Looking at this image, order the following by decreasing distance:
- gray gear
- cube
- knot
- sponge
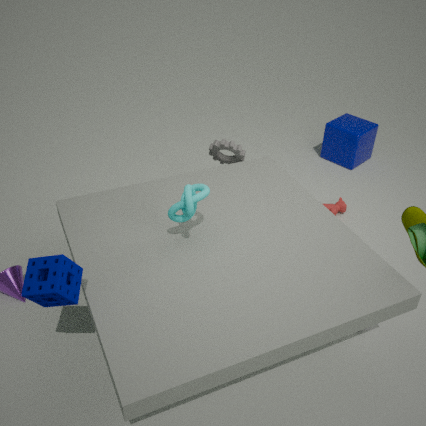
cube < gray gear < knot < sponge
